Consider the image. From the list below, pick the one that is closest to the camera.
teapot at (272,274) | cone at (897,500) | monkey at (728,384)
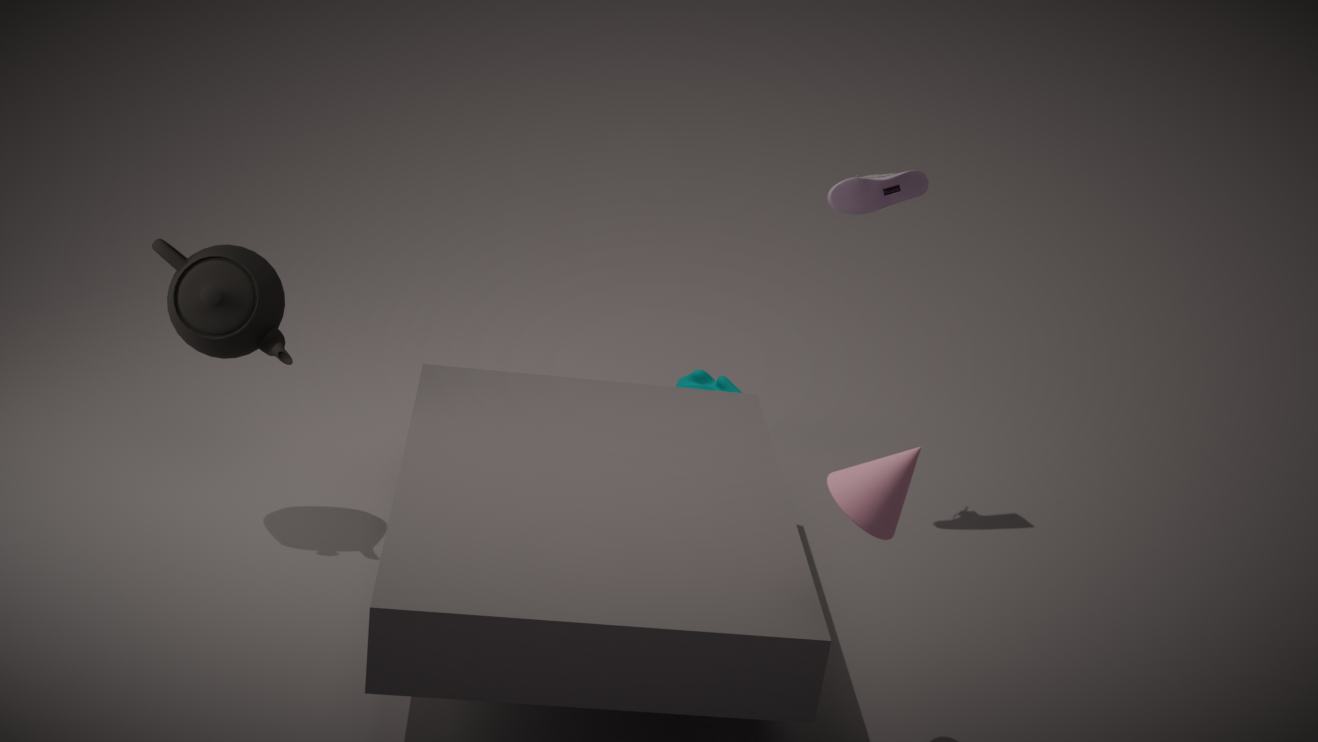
cone at (897,500)
